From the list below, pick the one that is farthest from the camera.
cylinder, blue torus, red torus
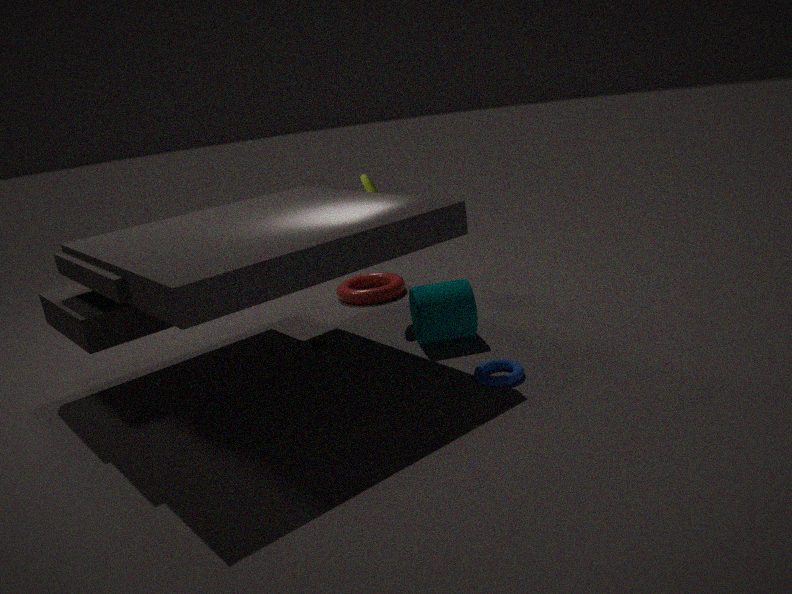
red torus
